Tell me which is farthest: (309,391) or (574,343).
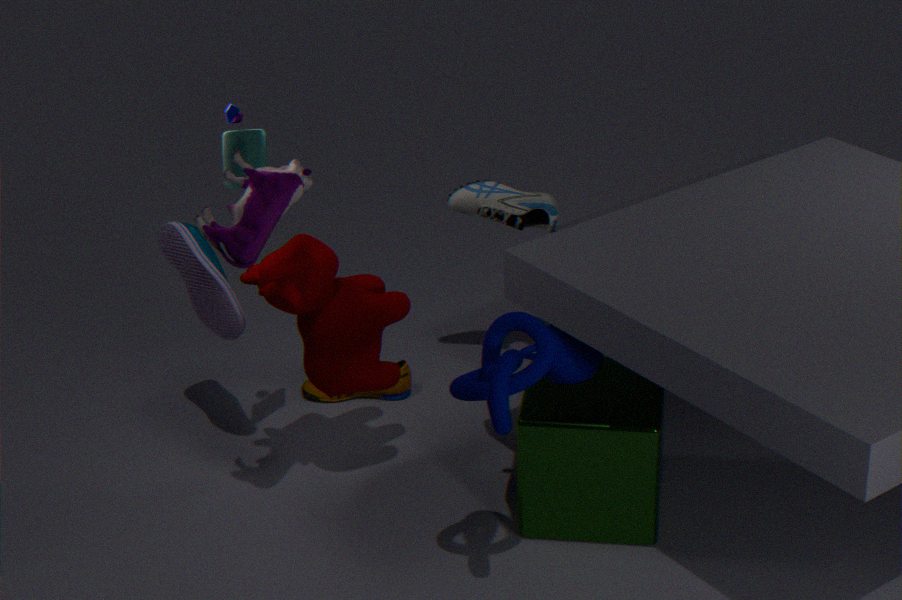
(309,391)
